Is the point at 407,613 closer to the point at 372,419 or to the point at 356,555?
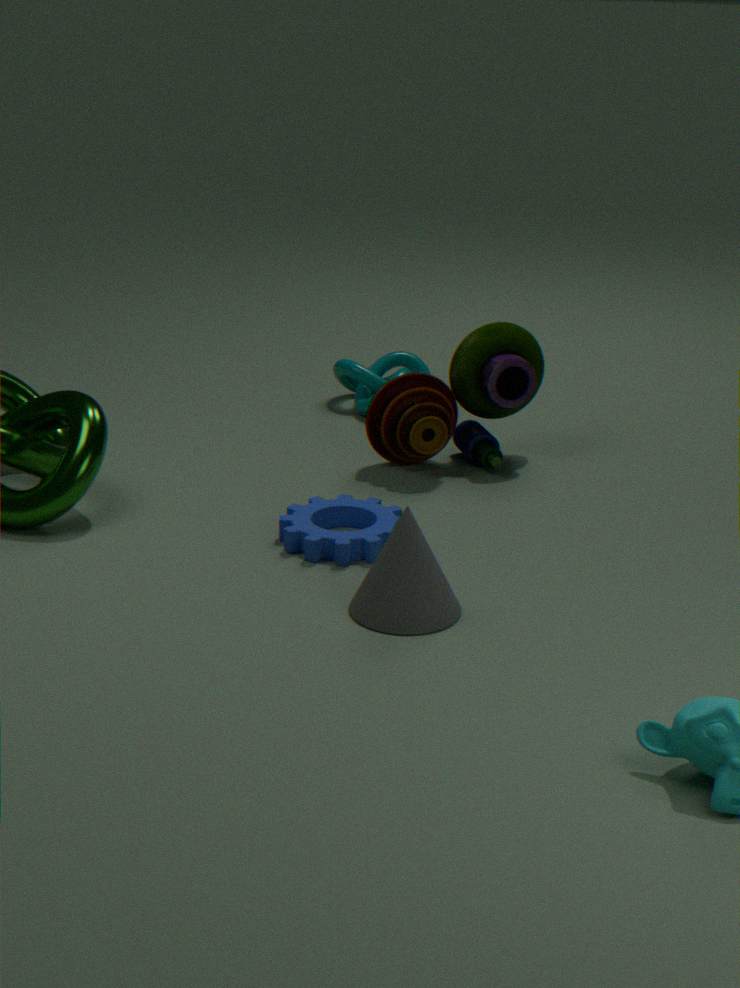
the point at 356,555
